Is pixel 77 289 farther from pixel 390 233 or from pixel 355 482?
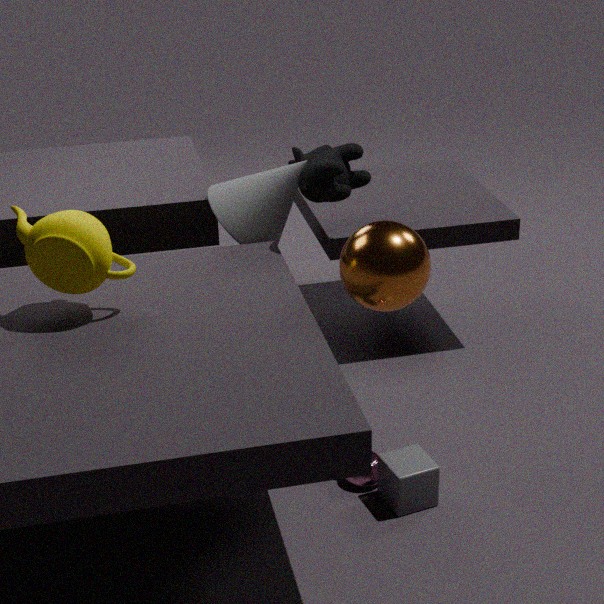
pixel 355 482
